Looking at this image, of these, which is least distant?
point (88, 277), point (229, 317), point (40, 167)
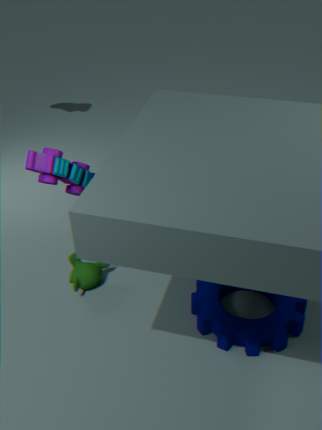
point (40, 167)
